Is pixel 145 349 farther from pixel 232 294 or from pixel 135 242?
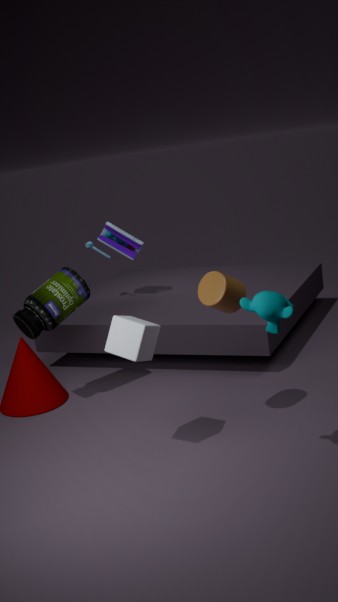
pixel 135 242
